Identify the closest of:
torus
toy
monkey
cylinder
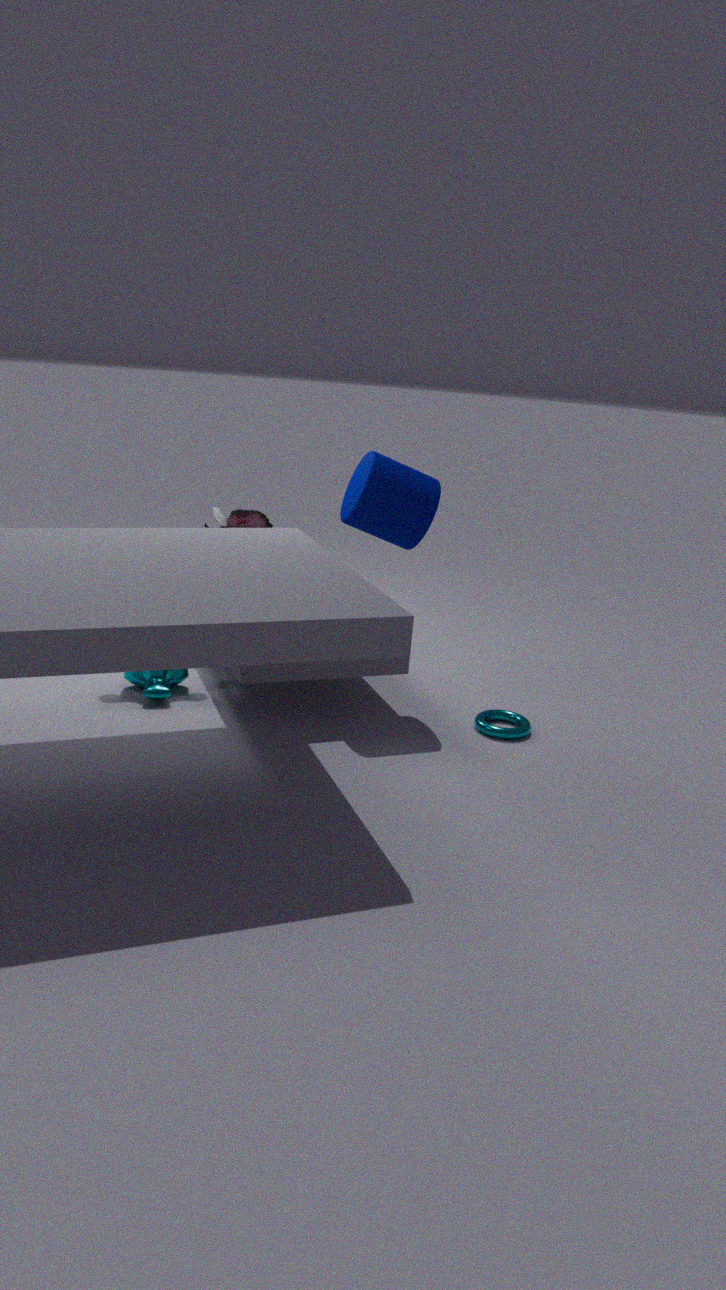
cylinder
